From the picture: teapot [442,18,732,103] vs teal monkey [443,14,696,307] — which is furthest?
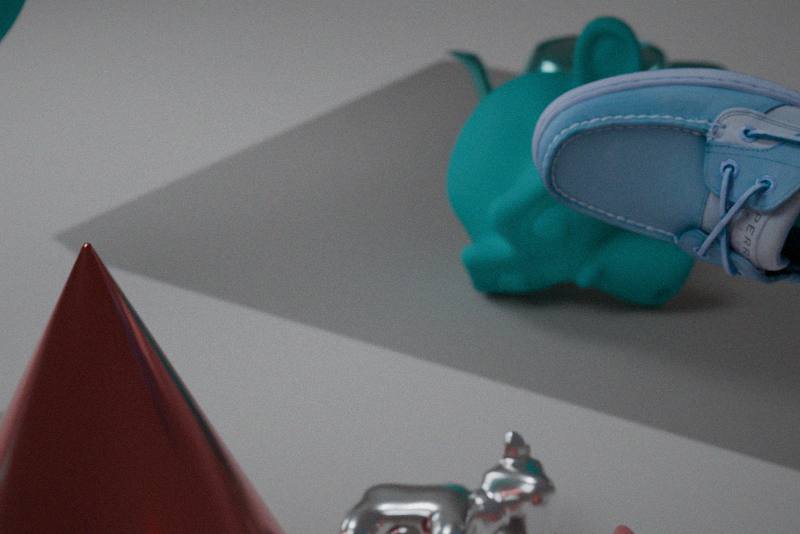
teapot [442,18,732,103]
